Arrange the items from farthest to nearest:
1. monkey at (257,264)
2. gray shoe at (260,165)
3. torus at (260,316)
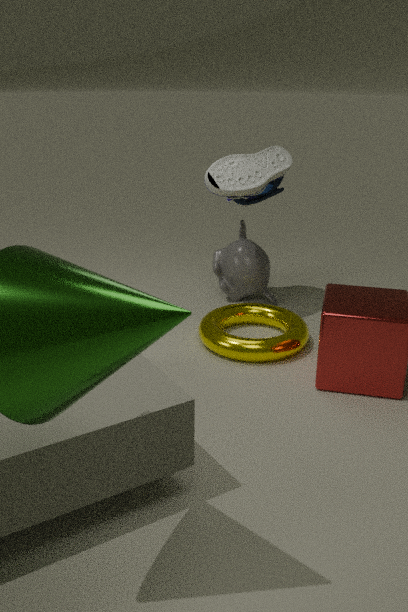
1. monkey at (257,264)
2. gray shoe at (260,165)
3. torus at (260,316)
